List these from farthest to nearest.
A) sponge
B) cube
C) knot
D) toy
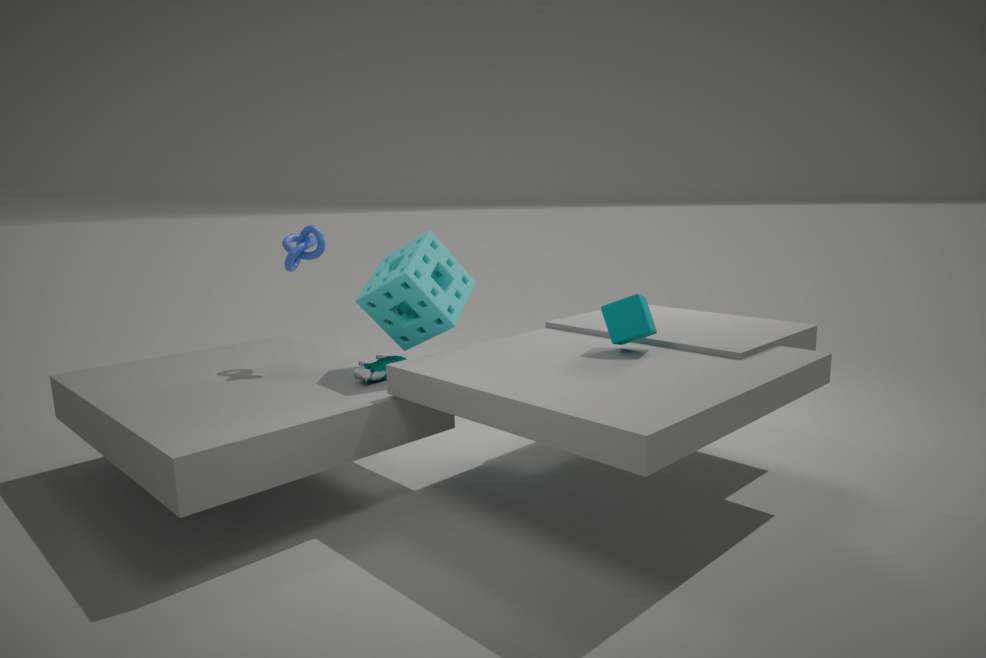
1. knot
2. sponge
3. toy
4. cube
